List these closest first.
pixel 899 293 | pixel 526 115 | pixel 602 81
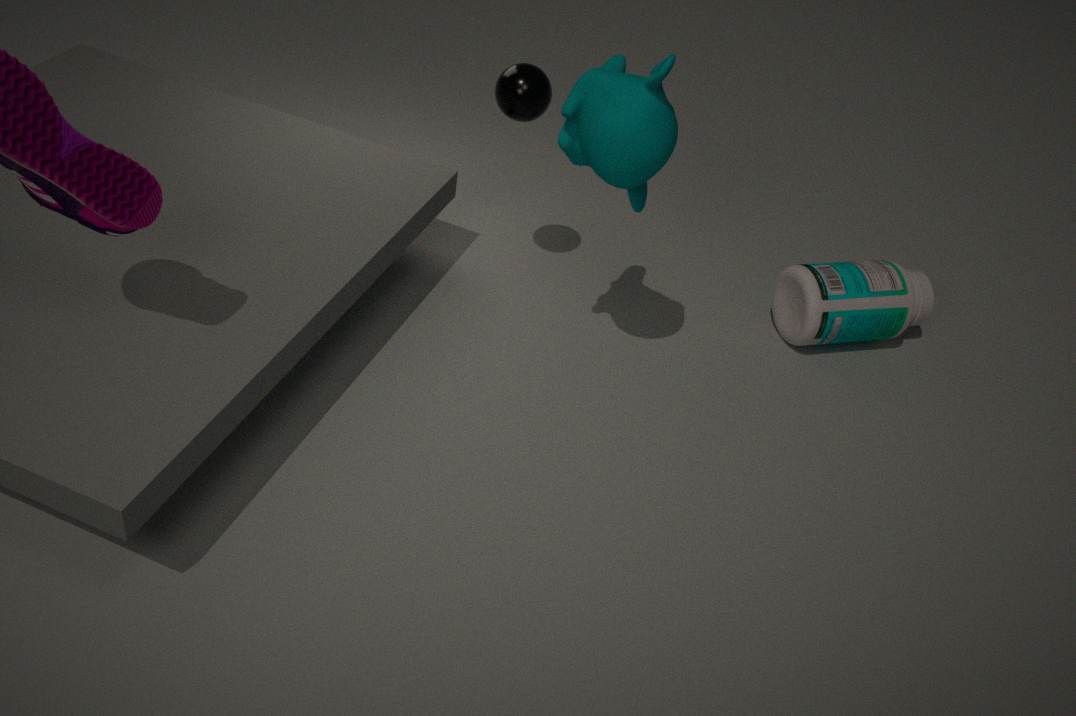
pixel 602 81
pixel 526 115
pixel 899 293
